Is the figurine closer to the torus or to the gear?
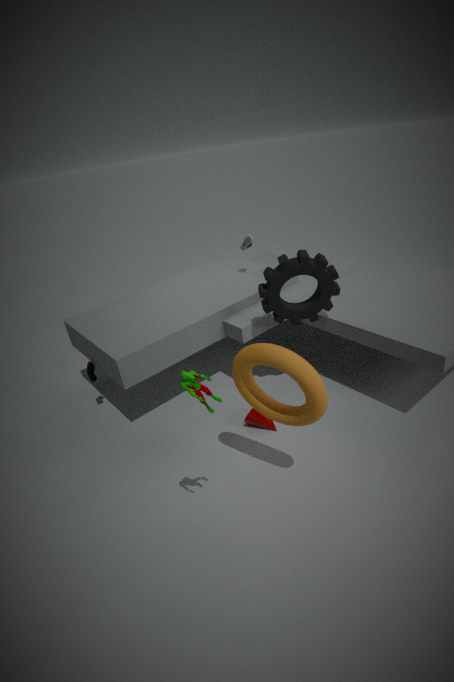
the torus
